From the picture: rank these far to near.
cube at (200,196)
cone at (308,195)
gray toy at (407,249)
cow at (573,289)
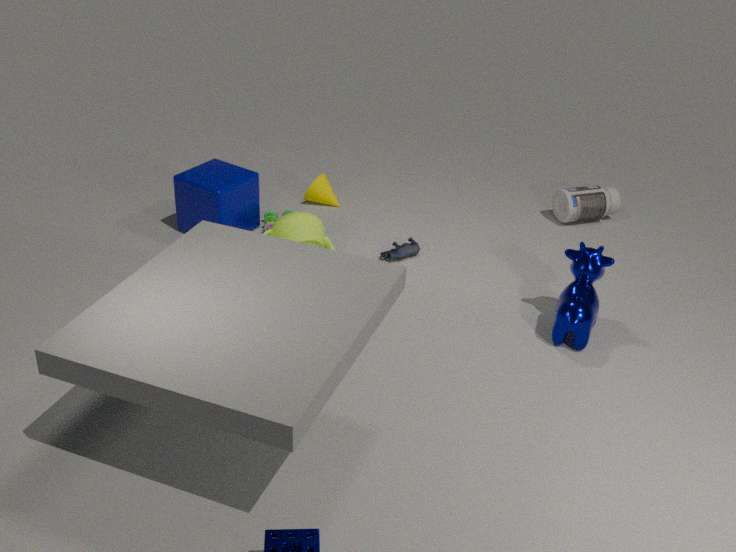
cone at (308,195), gray toy at (407,249), cube at (200,196), cow at (573,289)
